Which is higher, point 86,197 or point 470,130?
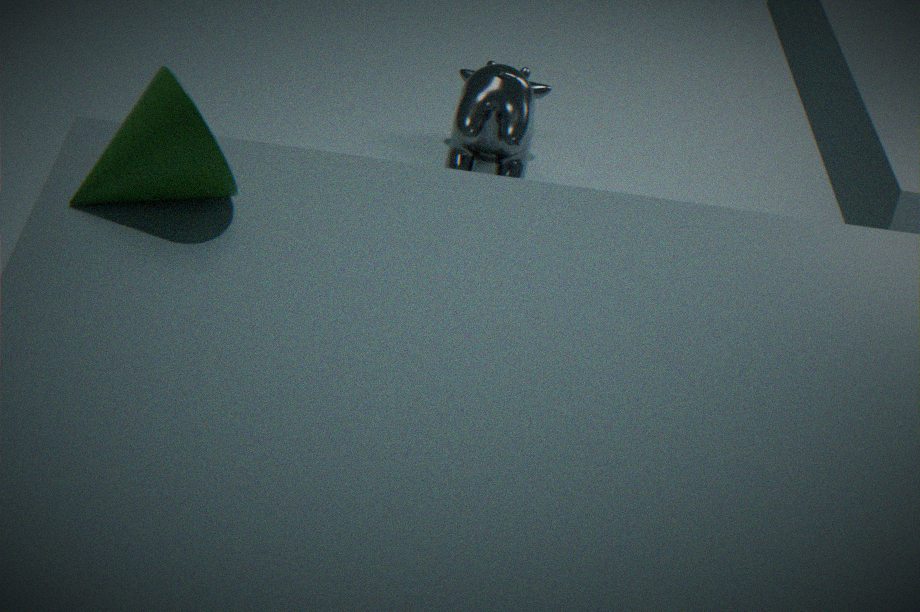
point 86,197
